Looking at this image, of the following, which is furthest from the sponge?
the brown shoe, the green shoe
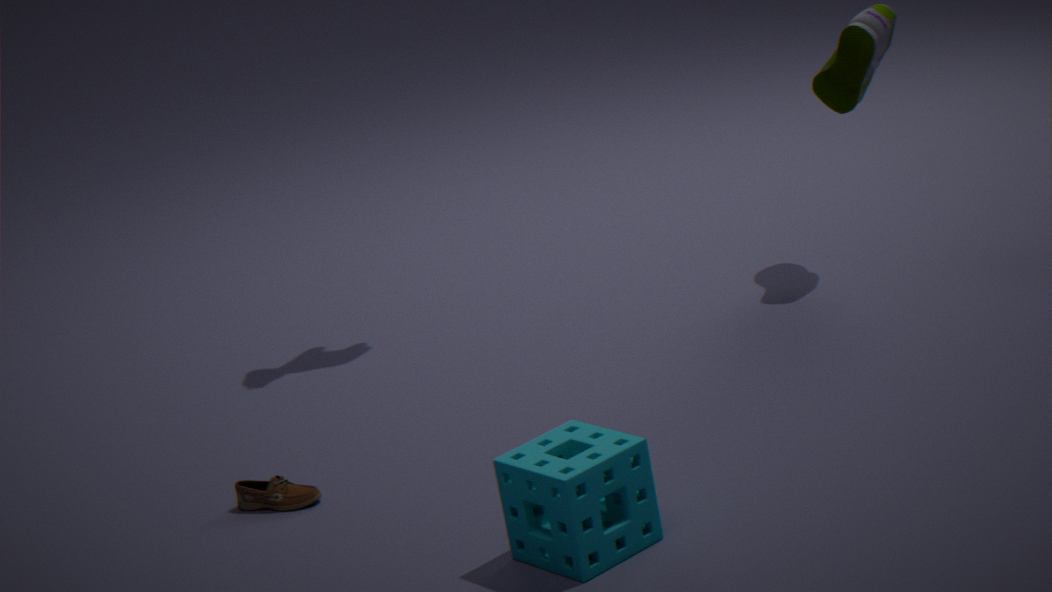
the green shoe
